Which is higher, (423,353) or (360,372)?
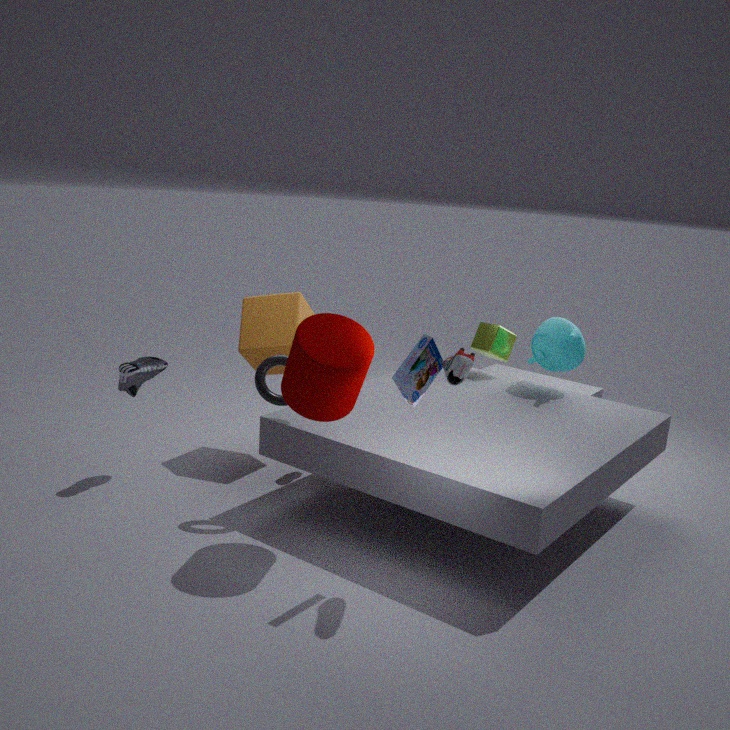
(423,353)
